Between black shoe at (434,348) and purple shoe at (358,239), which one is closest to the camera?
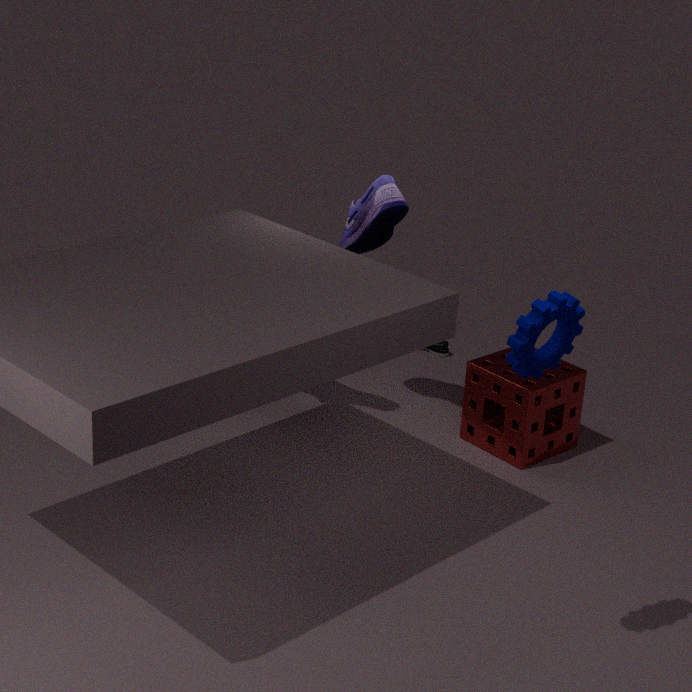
purple shoe at (358,239)
